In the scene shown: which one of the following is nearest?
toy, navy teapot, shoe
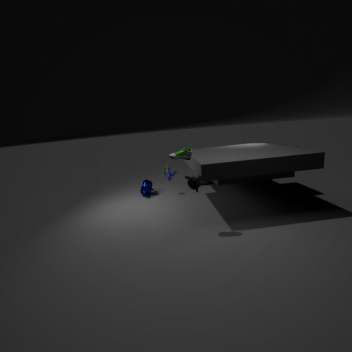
shoe
